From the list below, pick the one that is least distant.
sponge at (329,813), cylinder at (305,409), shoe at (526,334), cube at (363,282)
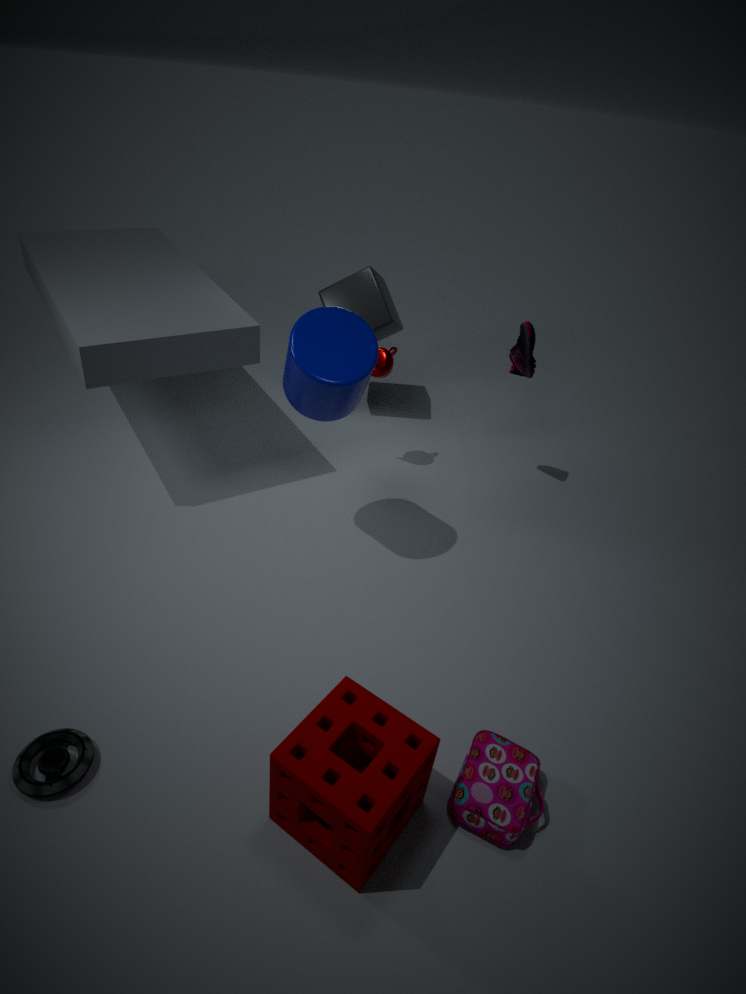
sponge at (329,813)
